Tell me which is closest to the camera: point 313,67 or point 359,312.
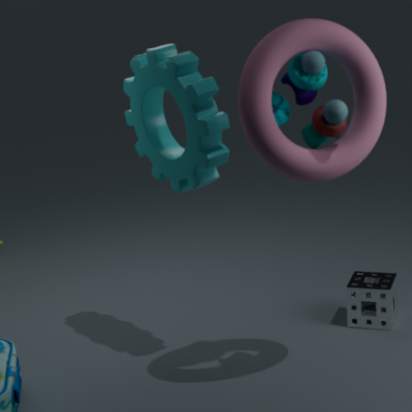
point 313,67
